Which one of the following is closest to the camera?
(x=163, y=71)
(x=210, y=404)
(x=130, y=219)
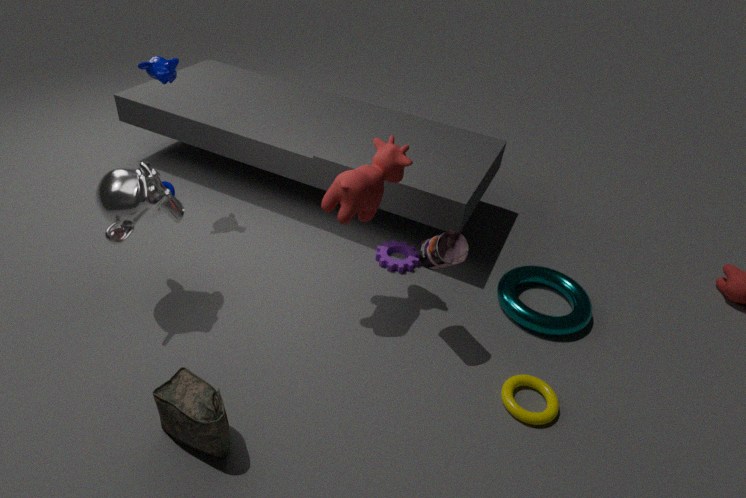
(x=210, y=404)
